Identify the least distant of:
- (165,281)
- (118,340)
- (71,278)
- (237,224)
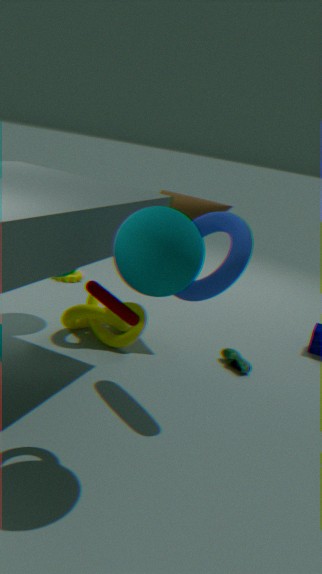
(165,281)
